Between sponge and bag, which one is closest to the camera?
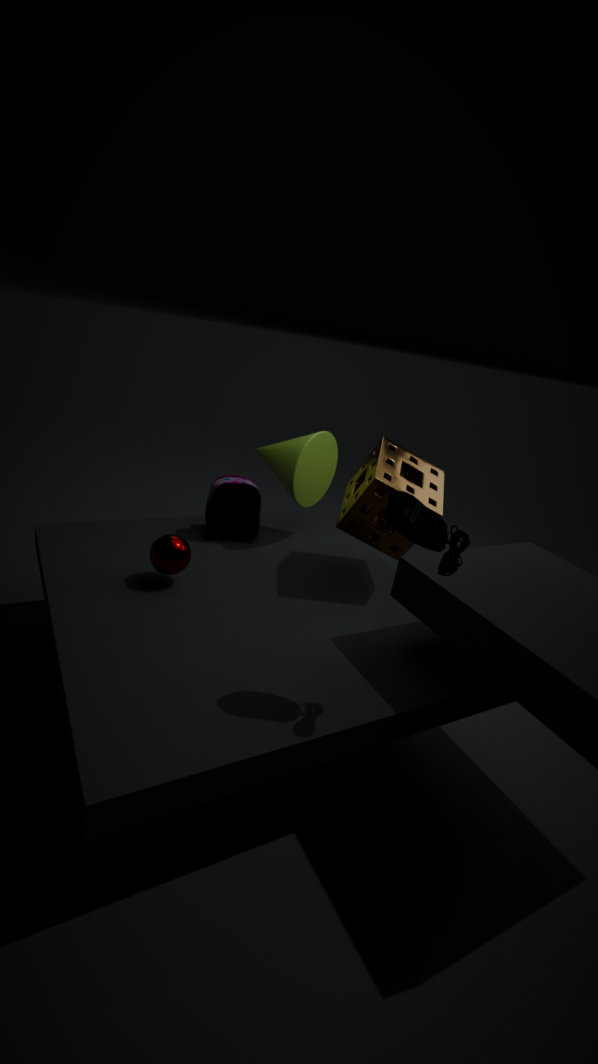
sponge
